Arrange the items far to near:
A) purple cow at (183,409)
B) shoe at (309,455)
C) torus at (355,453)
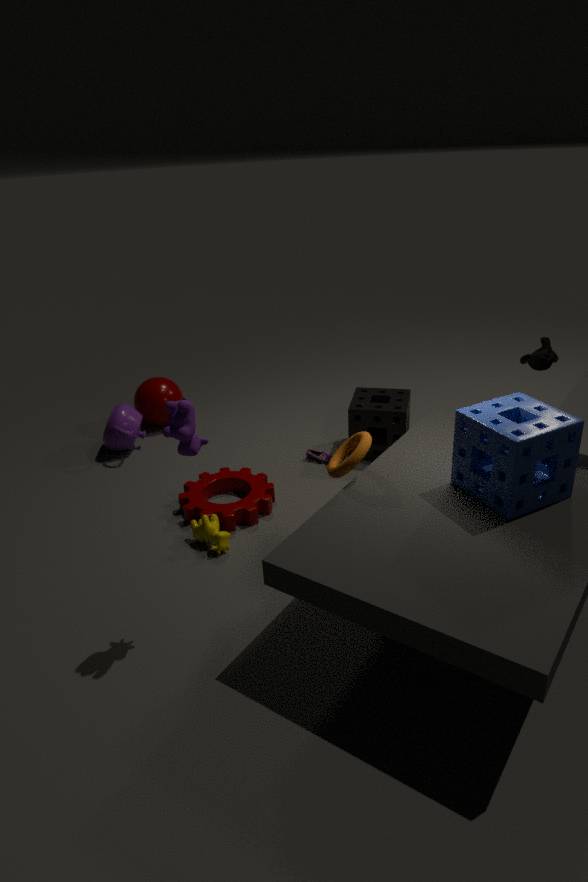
shoe at (309,455)
torus at (355,453)
purple cow at (183,409)
